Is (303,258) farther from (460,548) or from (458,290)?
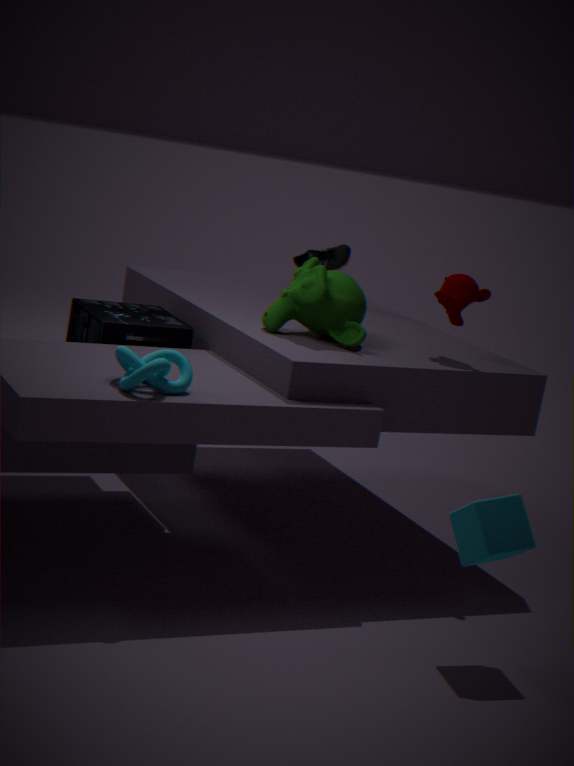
(460,548)
